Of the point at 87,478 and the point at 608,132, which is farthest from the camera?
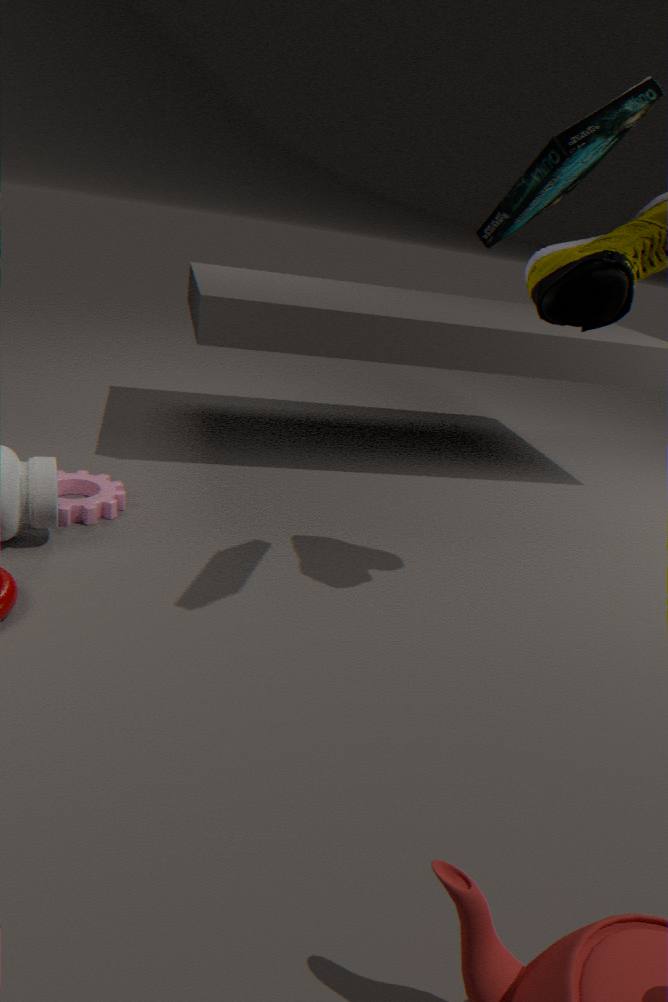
the point at 87,478
